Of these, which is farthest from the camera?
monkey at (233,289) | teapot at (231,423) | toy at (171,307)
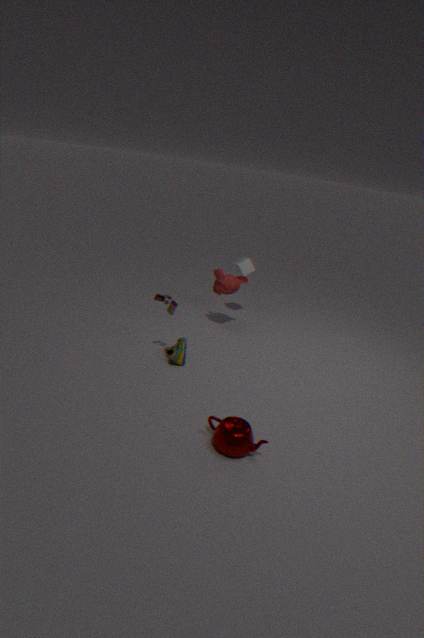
monkey at (233,289)
